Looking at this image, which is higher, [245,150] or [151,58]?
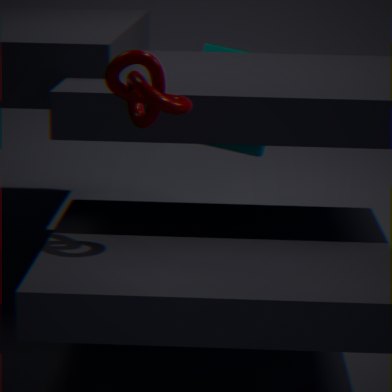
[151,58]
